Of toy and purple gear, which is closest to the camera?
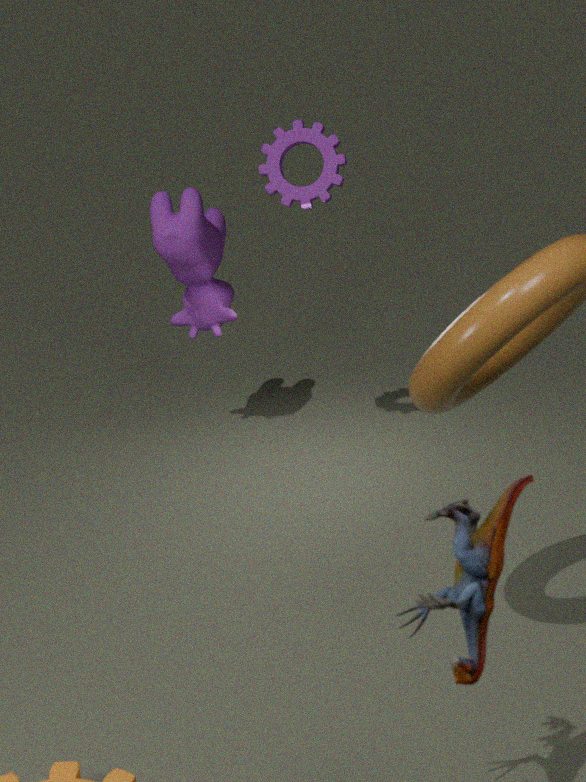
toy
